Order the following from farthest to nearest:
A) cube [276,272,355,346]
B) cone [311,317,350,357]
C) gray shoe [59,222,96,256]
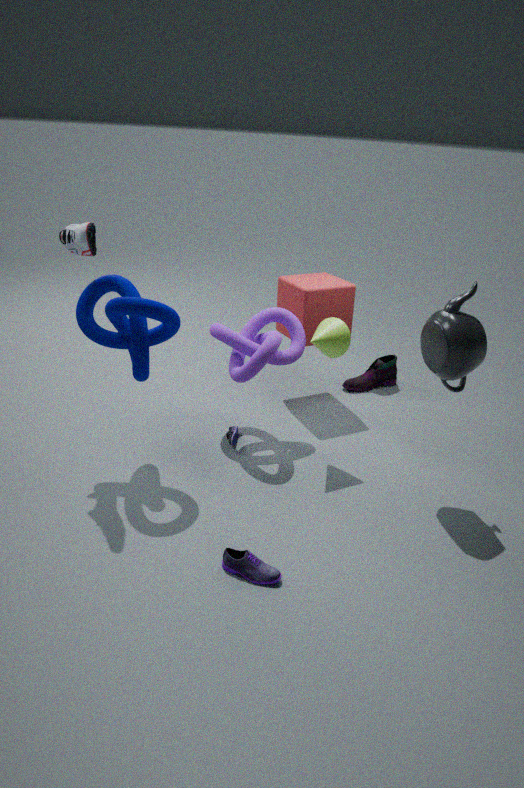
cube [276,272,355,346], cone [311,317,350,357], gray shoe [59,222,96,256]
